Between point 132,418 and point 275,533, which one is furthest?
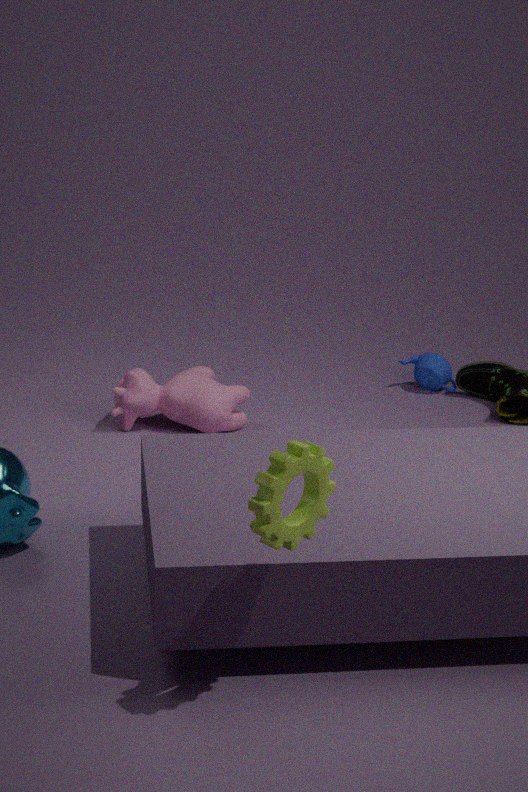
point 132,418
